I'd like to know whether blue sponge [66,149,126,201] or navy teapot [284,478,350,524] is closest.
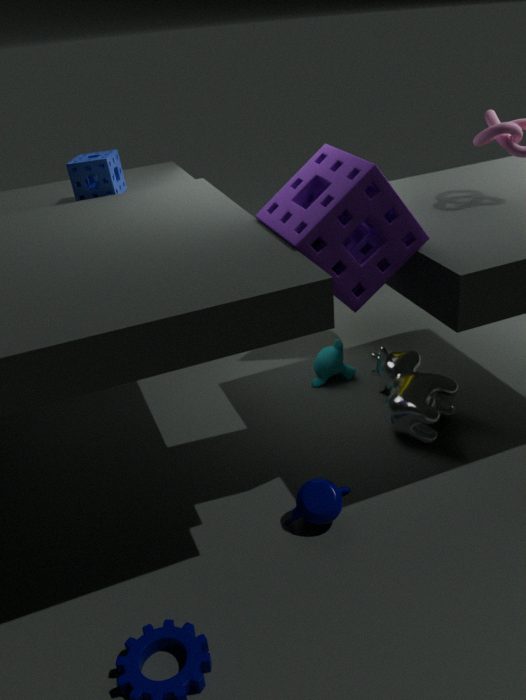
navy teapot [284,478,350,524]
